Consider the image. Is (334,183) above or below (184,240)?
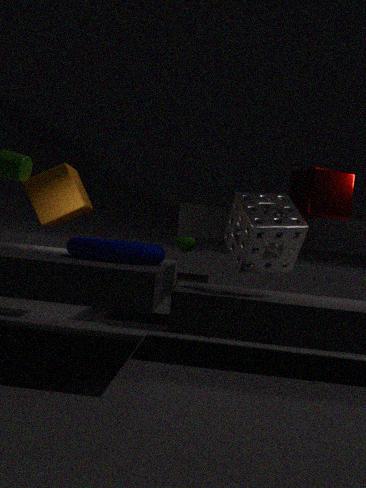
above
